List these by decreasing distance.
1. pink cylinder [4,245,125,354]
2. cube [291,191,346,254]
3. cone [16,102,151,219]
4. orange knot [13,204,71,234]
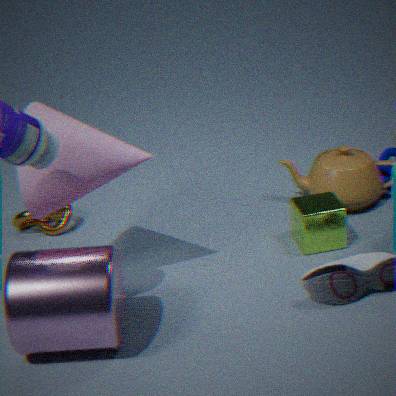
orange knot [13,204,71,234] < cube [291,191,346,254] < cone [16,102,151,219] < pink cylinder [4,245,125,354]
